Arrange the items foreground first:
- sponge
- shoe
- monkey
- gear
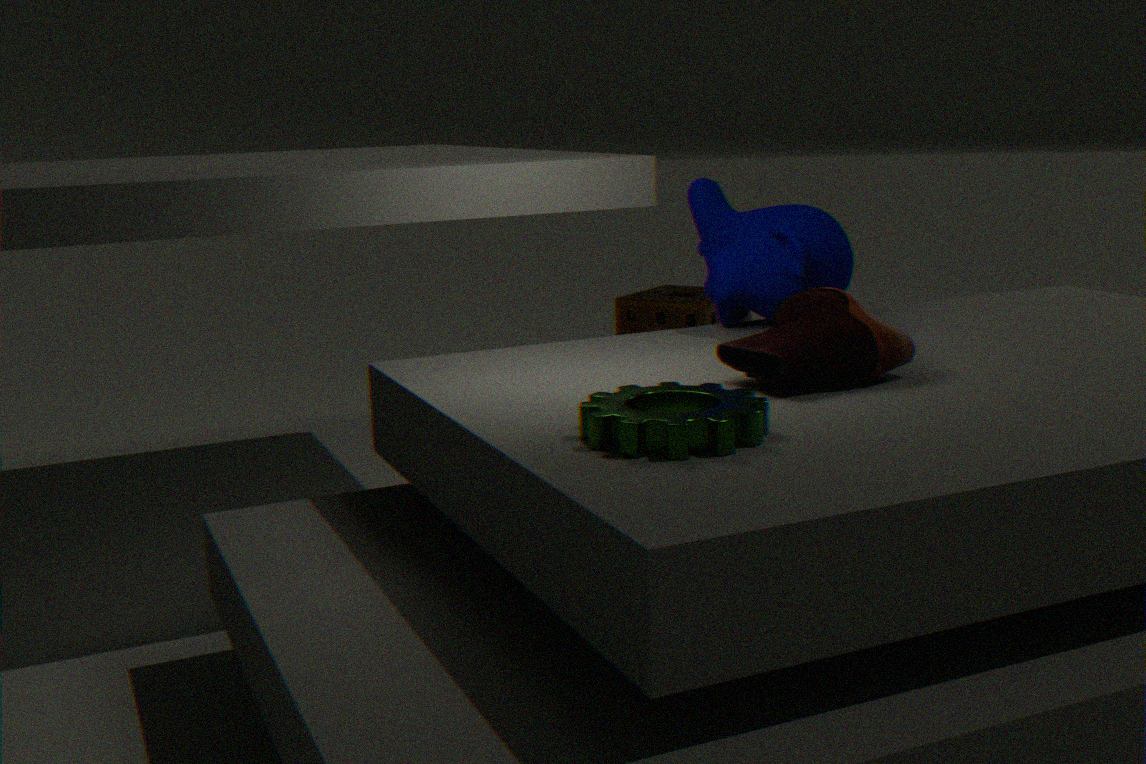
gear, shoe, monkey, sponge
